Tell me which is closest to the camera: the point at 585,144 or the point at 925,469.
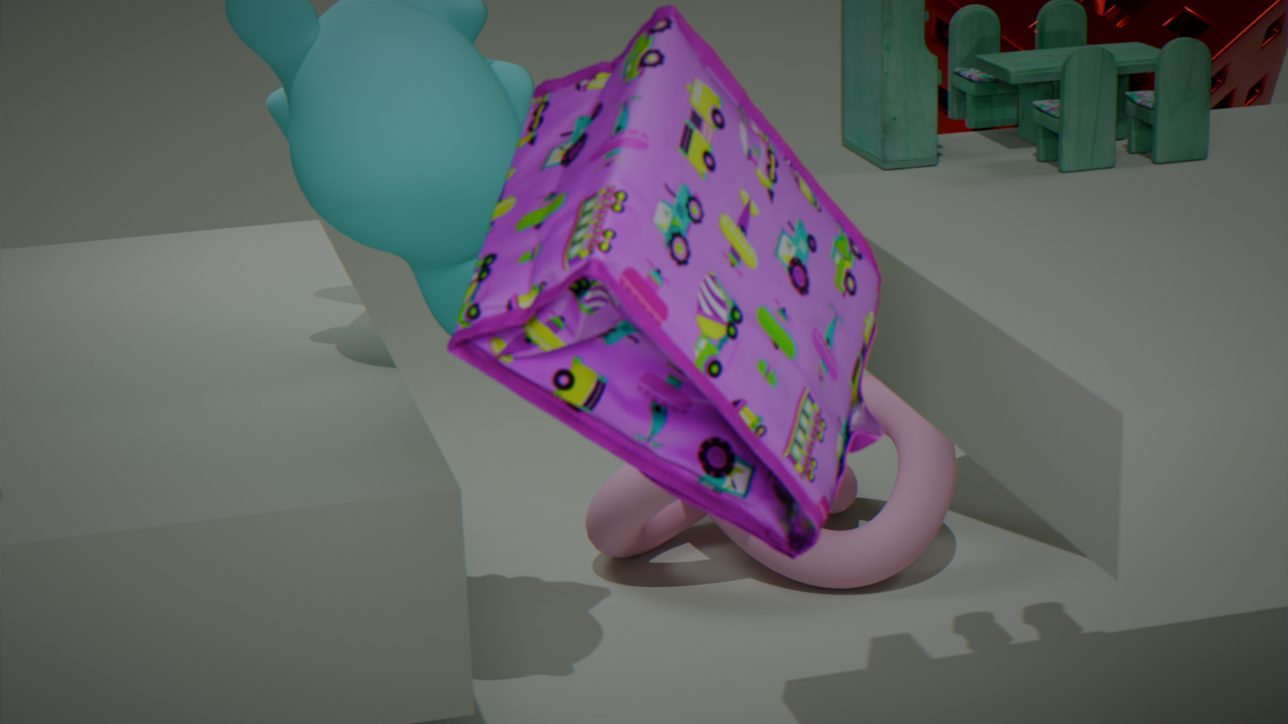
the point at 585,144
